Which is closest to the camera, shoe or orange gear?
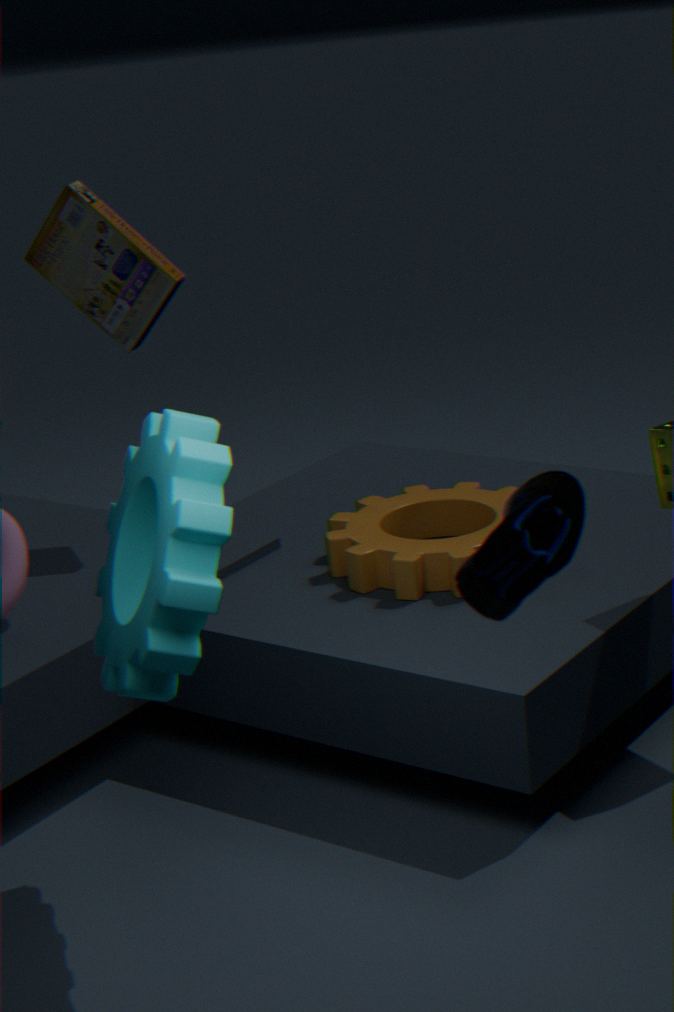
shoe
